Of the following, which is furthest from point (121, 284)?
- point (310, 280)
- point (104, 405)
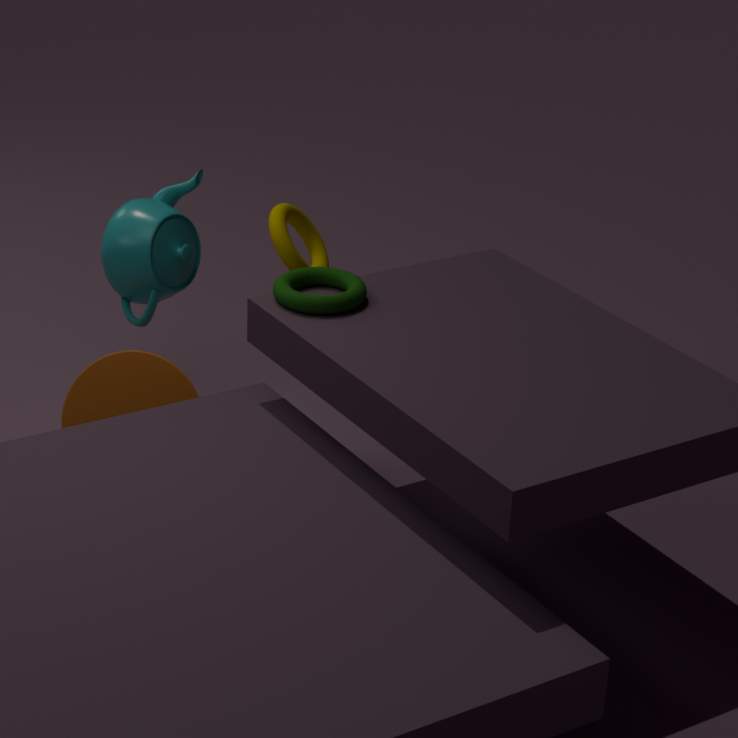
point (310, 280)
